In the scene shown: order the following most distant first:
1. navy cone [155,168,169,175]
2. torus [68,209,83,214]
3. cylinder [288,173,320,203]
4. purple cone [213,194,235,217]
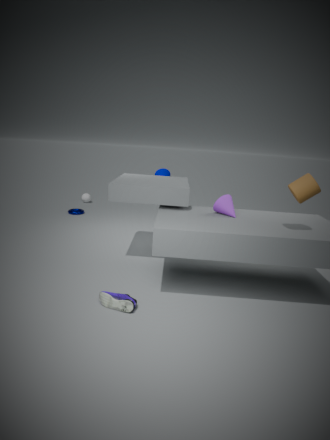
1. torus [68,209,83,214]
2. navy cone [155,168,169,175]
3. purple cone [213,194,235,217]
4. cylinder [288,173,320,203]
